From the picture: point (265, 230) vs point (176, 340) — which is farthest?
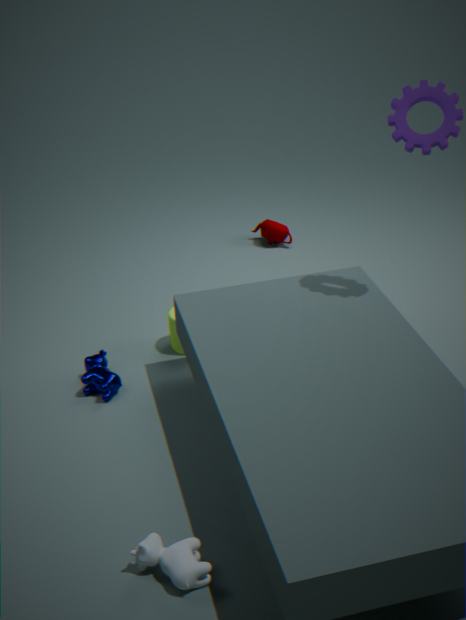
point (265, 230)
